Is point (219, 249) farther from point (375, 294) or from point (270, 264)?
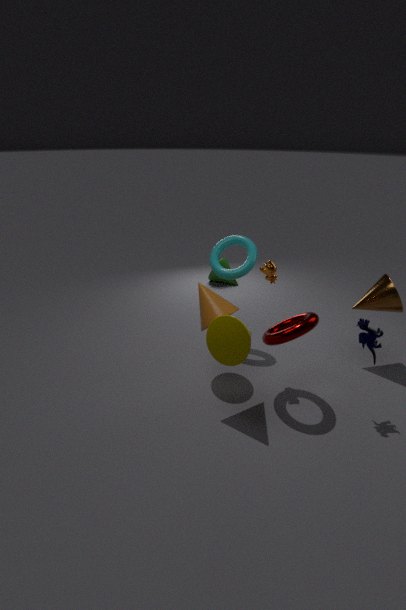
point (375, 294)
